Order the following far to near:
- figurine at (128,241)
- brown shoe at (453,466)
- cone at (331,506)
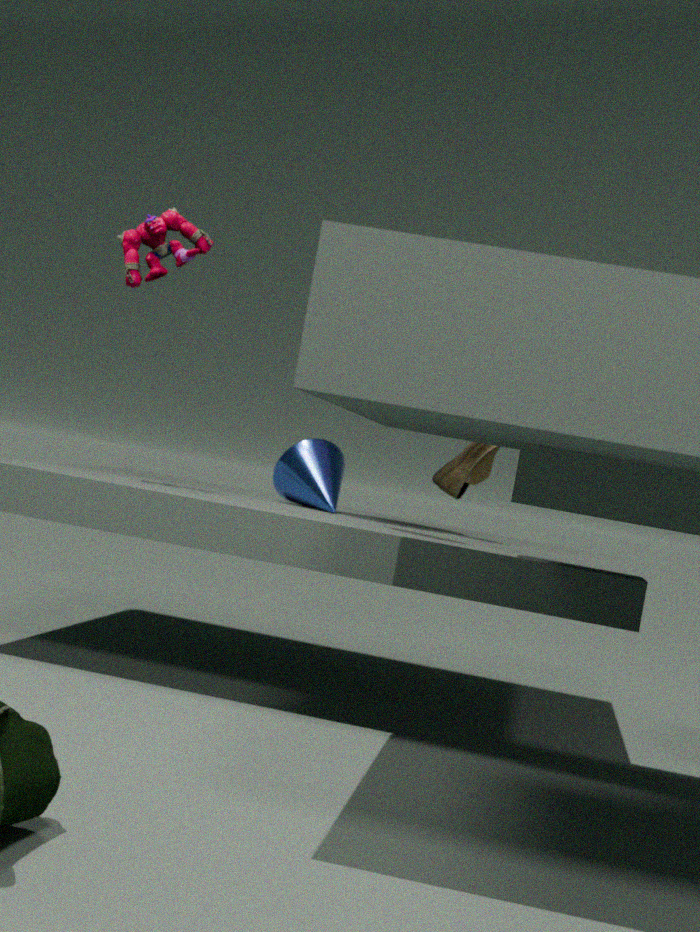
cone at (331,506) → brown shoe at (453,466) → figurine at (128,241)
